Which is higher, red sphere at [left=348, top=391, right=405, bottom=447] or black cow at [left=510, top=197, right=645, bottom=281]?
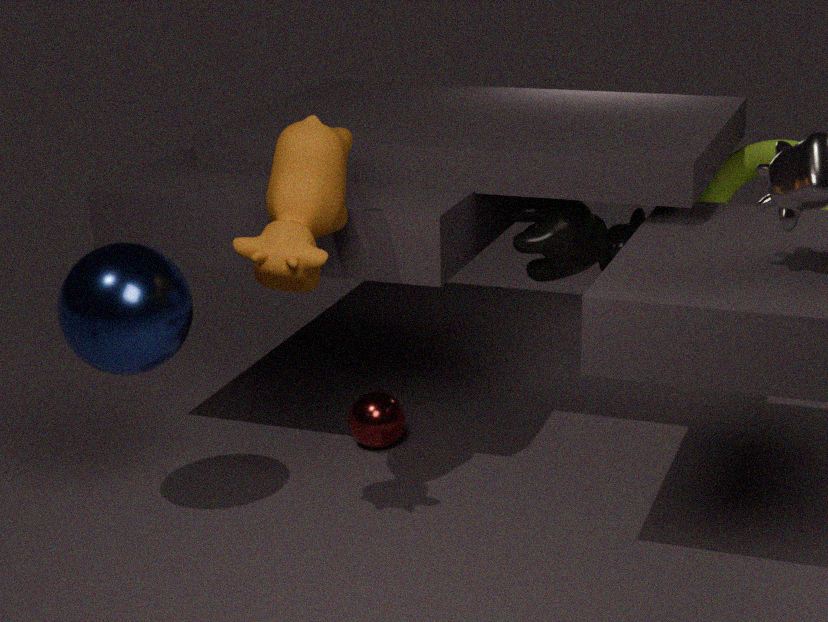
black cow at [left=510, top=197, right=645, bottom=281]
